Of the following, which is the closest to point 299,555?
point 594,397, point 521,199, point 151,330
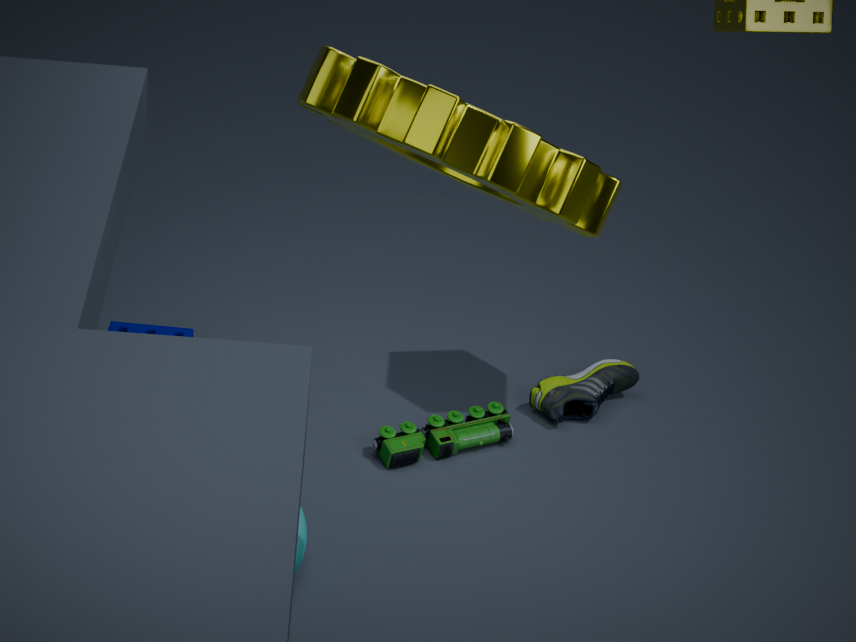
point 151,330
